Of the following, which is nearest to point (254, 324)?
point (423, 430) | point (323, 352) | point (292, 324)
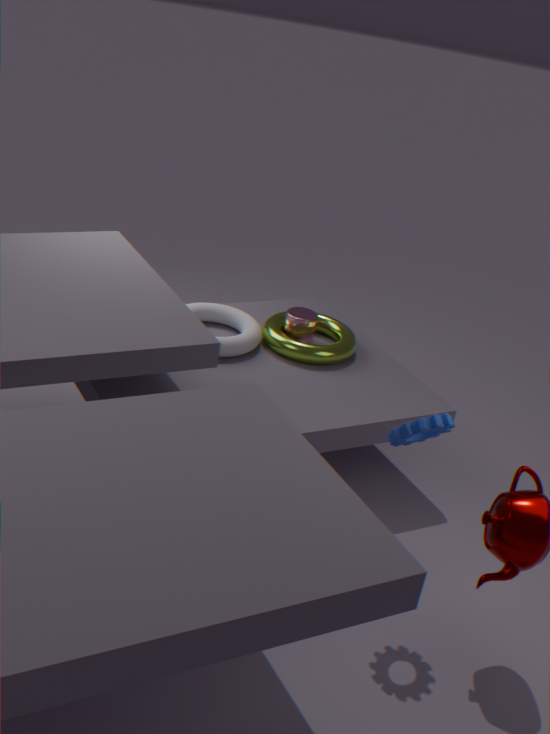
point (292, 324)
